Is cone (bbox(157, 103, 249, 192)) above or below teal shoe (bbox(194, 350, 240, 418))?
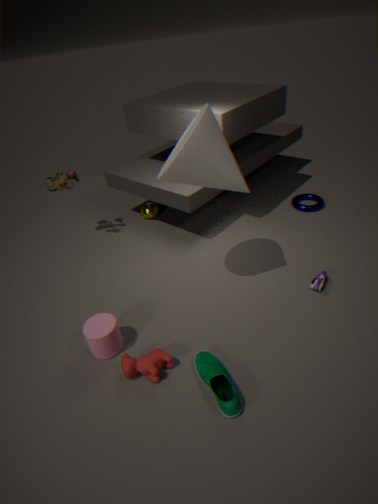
above
